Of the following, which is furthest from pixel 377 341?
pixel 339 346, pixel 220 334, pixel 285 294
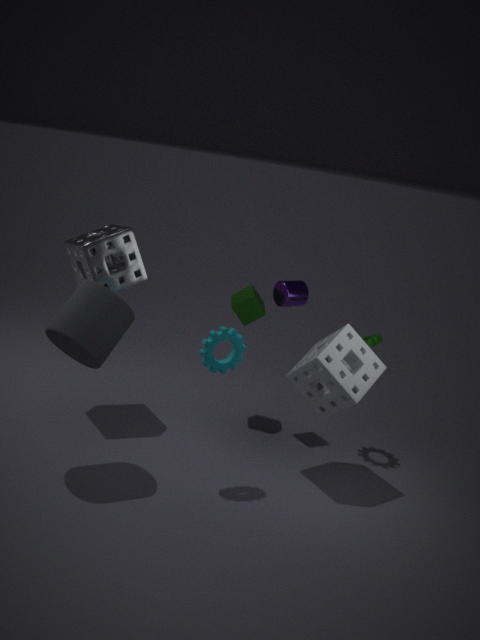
pixel 220 334
